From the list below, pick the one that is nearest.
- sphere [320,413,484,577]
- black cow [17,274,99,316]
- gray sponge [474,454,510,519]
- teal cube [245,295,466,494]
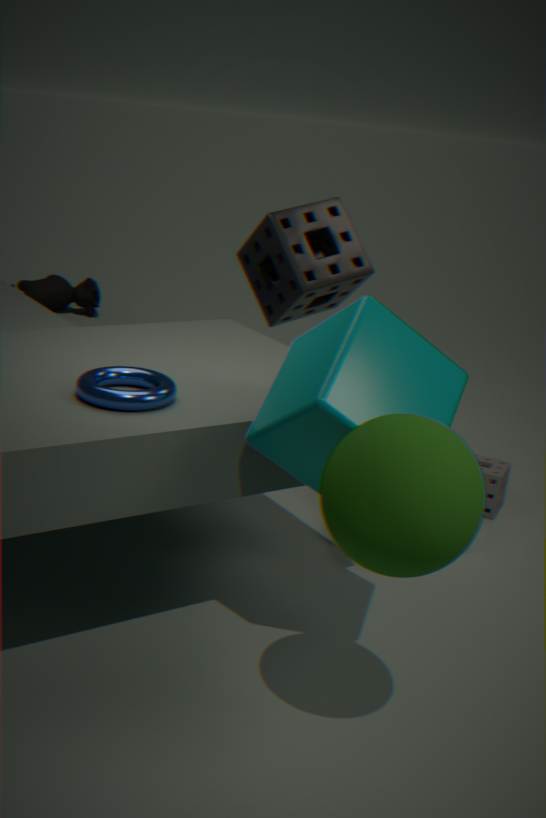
sphere [320,413,484,577]
